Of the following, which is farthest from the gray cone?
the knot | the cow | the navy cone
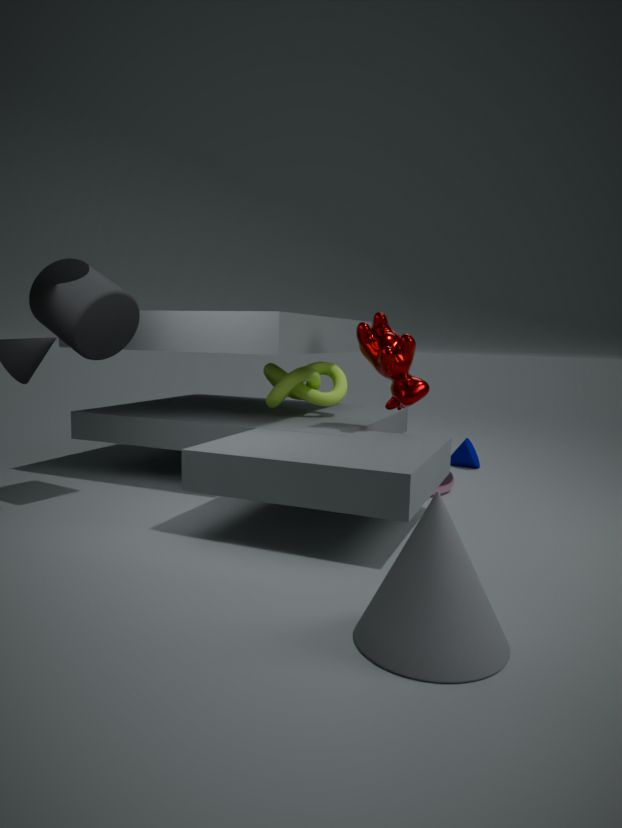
the navy cone
